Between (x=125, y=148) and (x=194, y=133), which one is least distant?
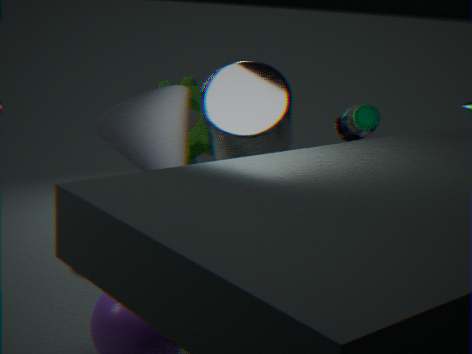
(x=125, y=148)
